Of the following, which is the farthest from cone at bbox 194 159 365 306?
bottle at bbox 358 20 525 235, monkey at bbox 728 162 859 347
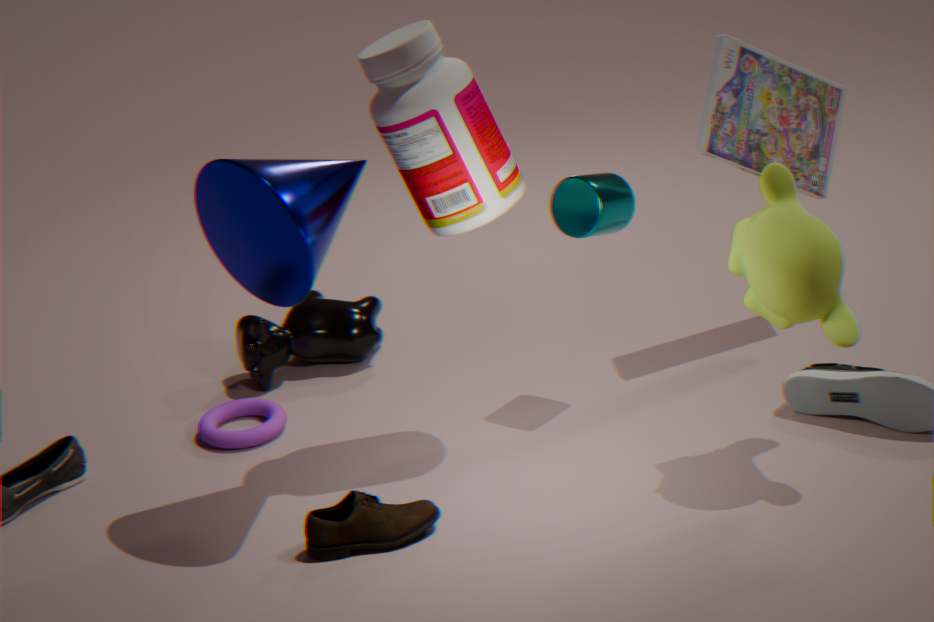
monkey at bbox 728 162 859 347
